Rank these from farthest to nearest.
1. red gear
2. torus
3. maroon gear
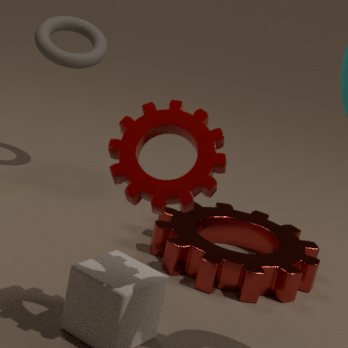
1. torus
2. red gear
3. maroon gear
